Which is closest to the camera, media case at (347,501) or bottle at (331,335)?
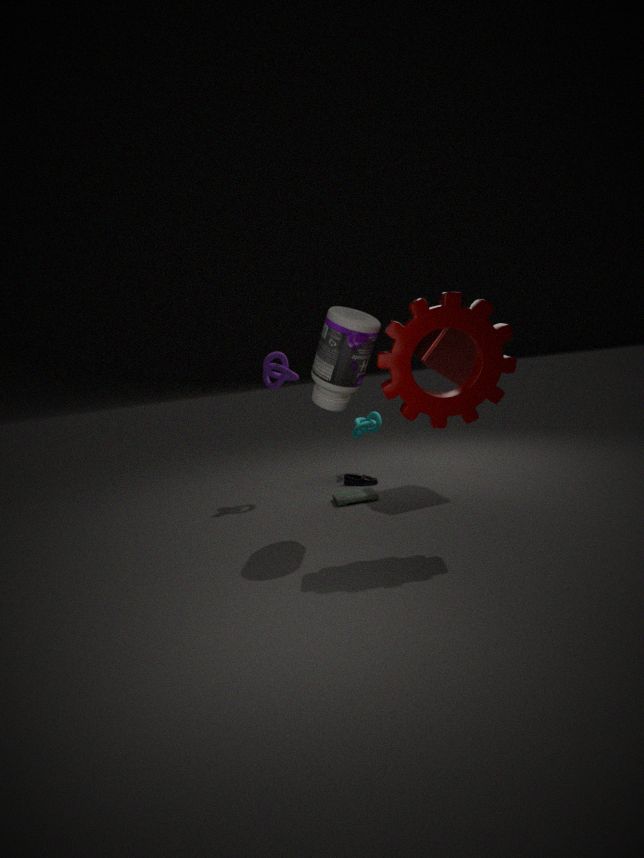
bottle at (331,335)
